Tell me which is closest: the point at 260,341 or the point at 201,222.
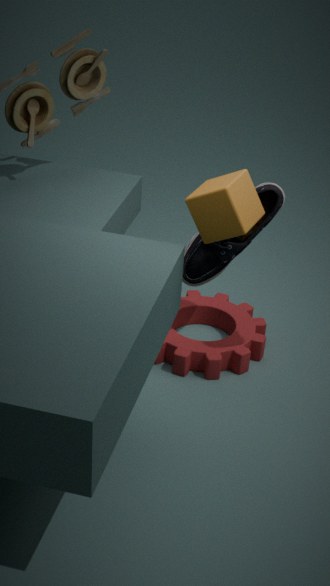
the point at 201,222
